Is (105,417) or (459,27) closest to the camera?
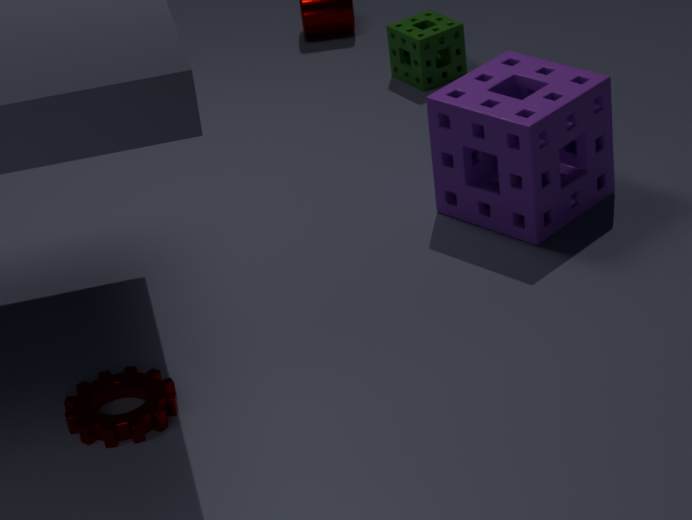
(105,417)
